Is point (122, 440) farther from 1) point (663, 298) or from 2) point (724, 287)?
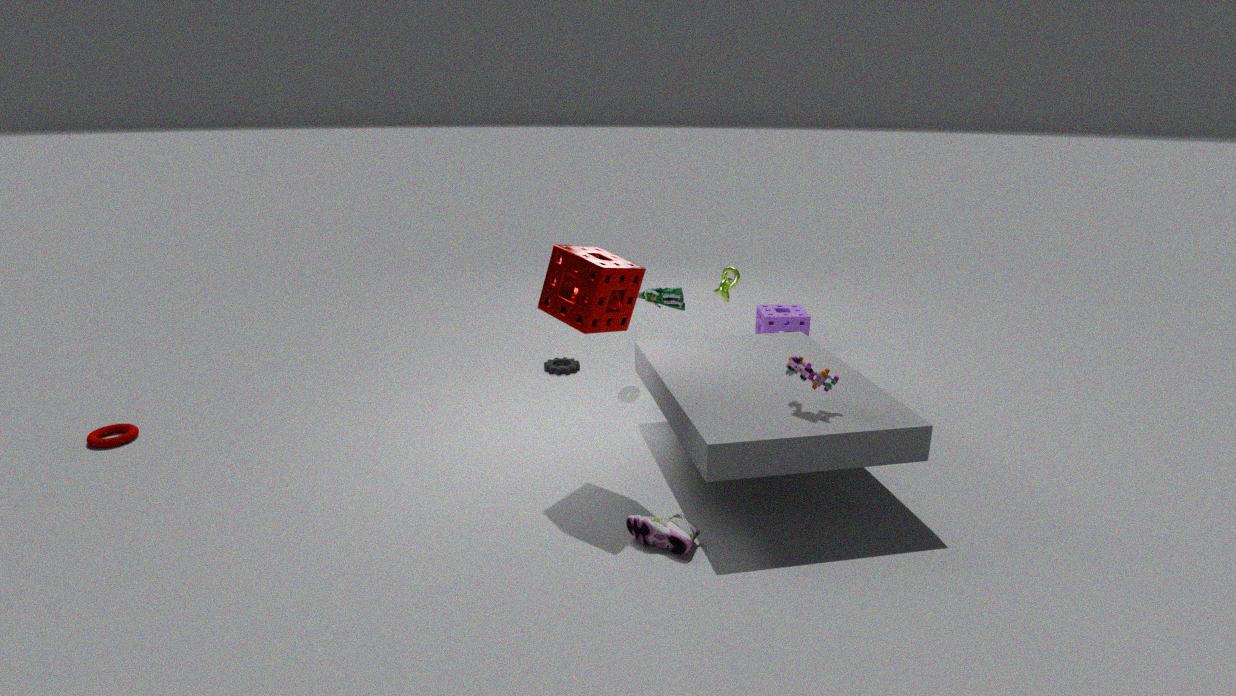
2) point (724, 287)
